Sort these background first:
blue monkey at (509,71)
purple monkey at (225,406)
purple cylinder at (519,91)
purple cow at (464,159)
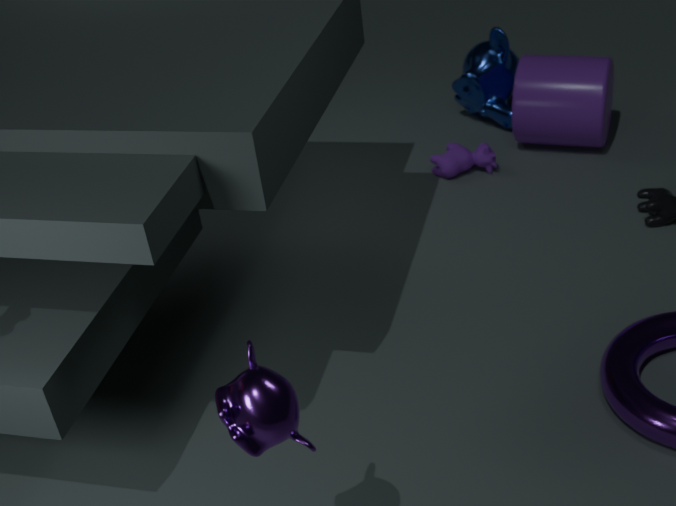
blue monkey at (509,71), purple cow at (464,159), purple cylinder at (519,91), purple monkey at (225,406)
